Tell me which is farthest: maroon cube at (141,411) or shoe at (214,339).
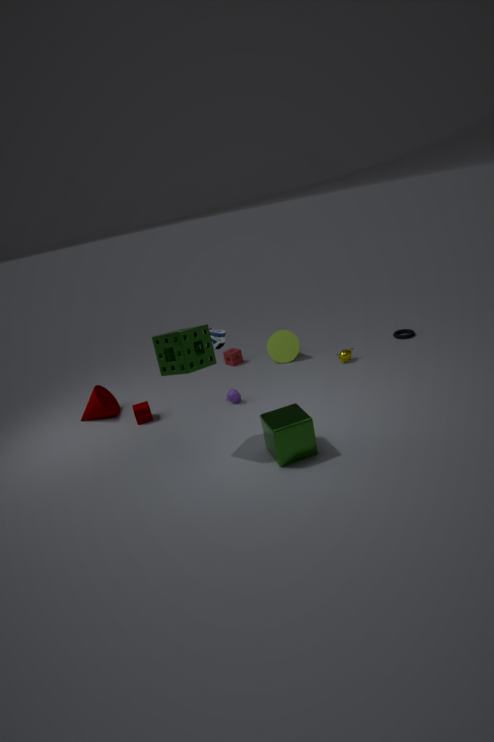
maroon cube at (141,411)
